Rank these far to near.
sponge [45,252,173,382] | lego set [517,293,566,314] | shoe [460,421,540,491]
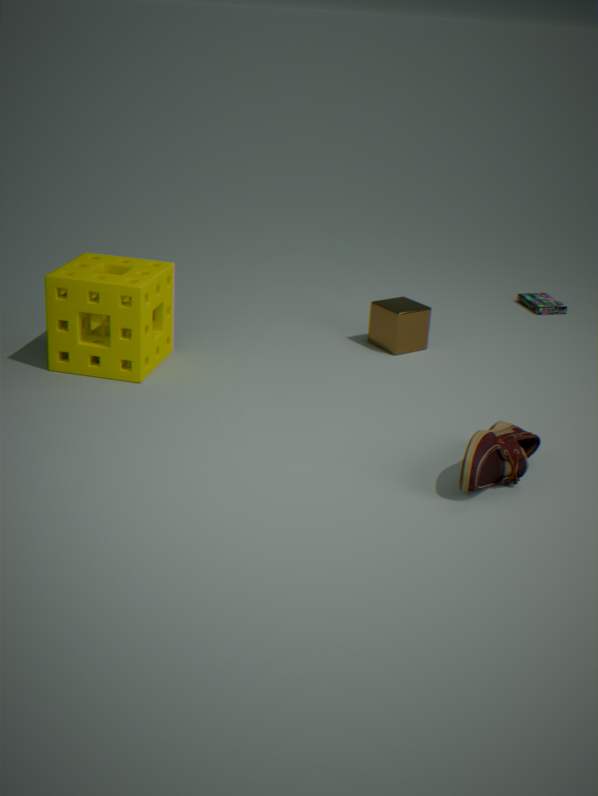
lego set [517,293,566,314] → sponge [45,252,173,382] → shoe [460,421,540,491]
